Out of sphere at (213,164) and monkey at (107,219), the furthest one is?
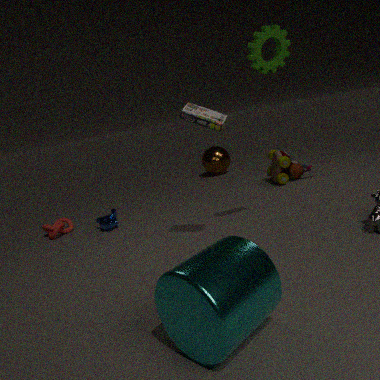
sphere at (213,164)
